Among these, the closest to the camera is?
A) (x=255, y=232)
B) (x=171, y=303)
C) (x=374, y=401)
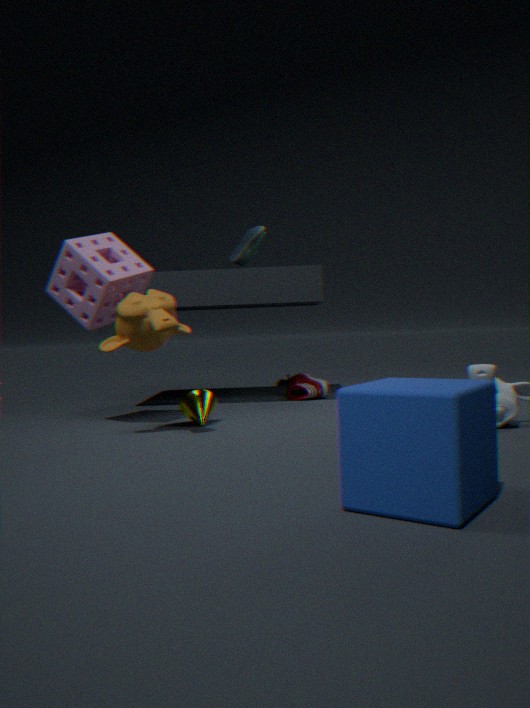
C. (x=374, y=401)
